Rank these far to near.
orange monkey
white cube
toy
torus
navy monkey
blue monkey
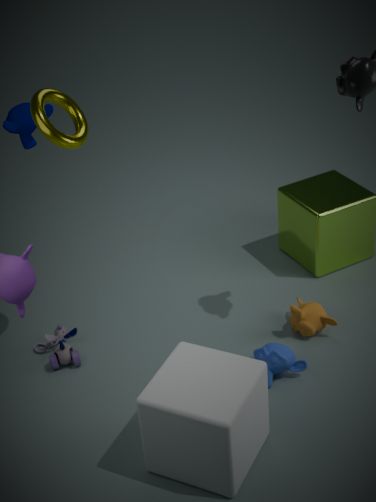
orange monkey, toy, navy monkey, blue monkey, torus, white cube
